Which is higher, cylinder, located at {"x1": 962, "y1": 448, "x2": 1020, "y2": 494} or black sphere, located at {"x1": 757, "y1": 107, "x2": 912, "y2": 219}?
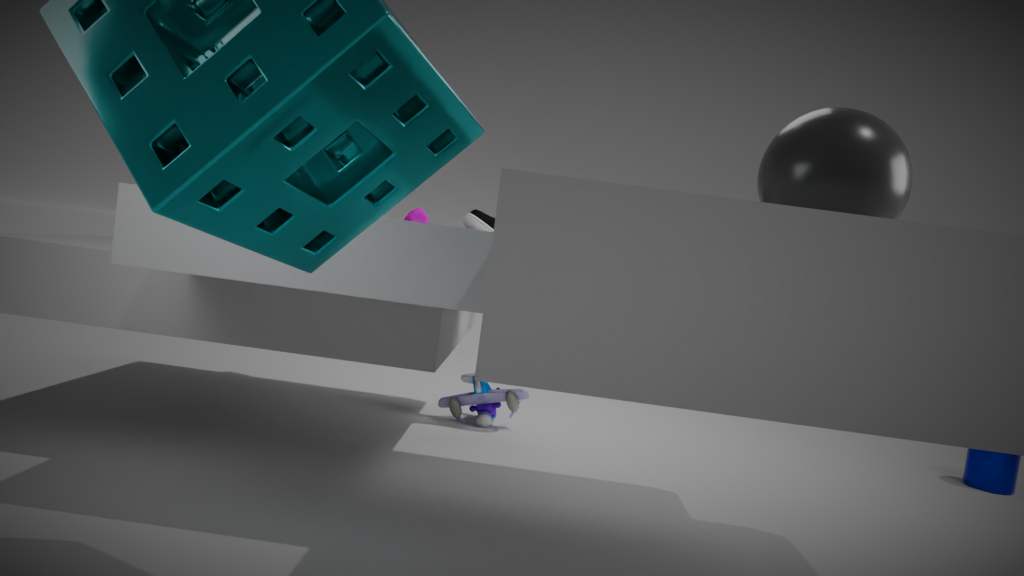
black sphere, located at {"x1": 757, "y1": 107, "x2": 912, "y2": 219}
